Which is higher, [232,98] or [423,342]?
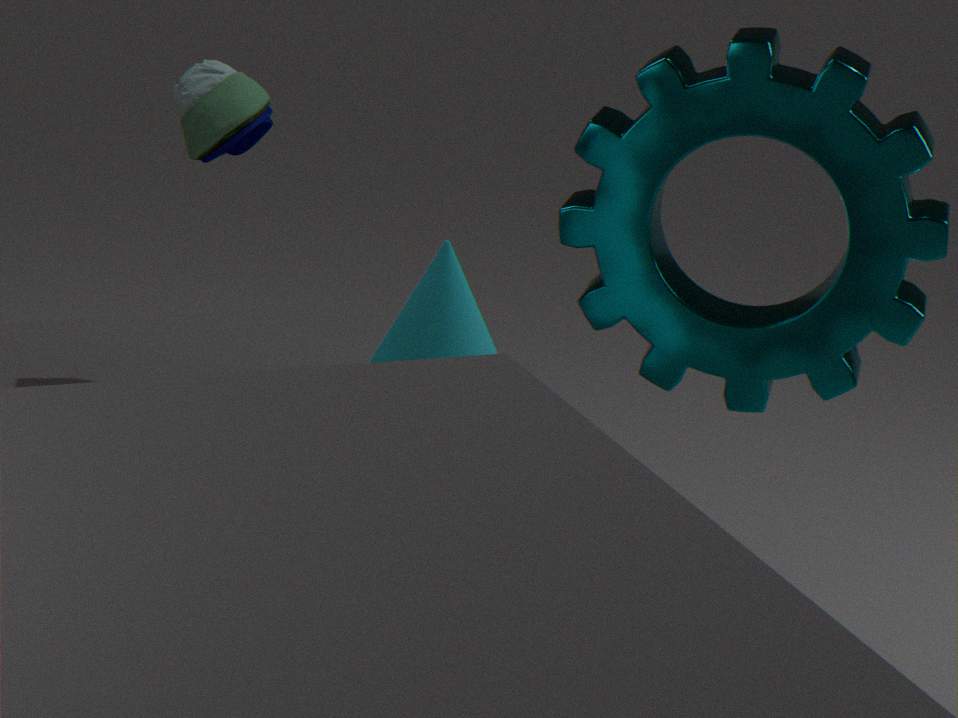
[232,98]
